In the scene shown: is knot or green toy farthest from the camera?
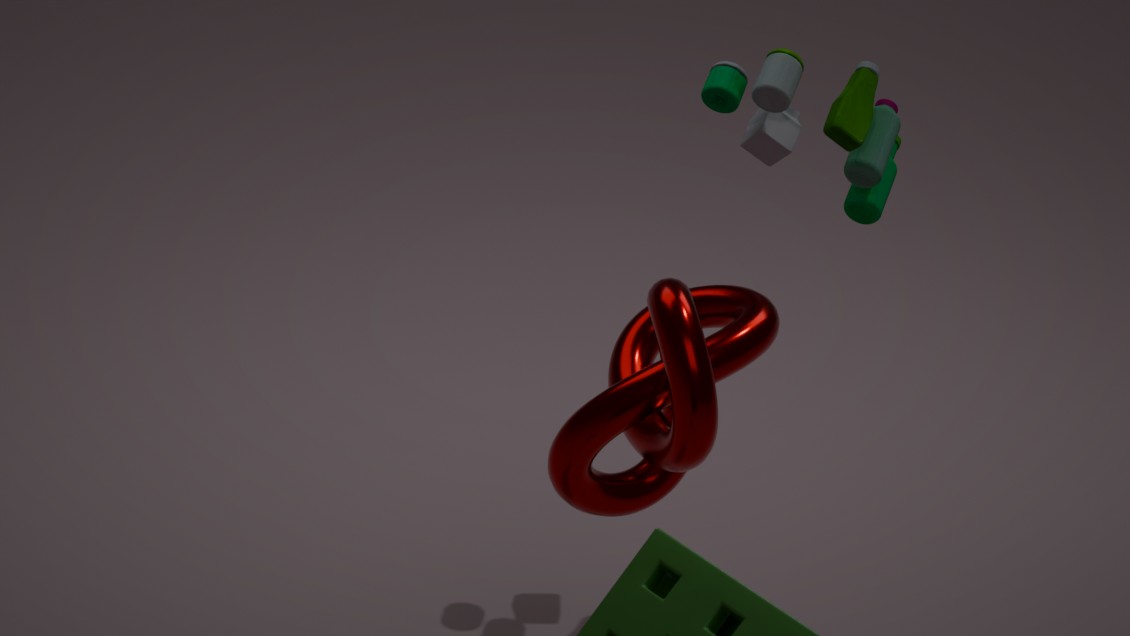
green toy
